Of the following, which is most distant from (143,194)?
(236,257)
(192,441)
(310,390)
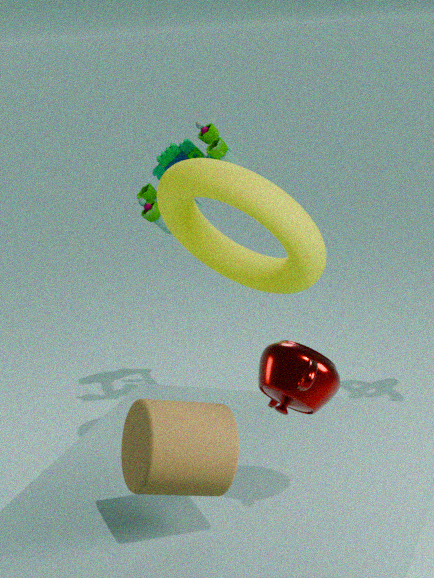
(192,441)
